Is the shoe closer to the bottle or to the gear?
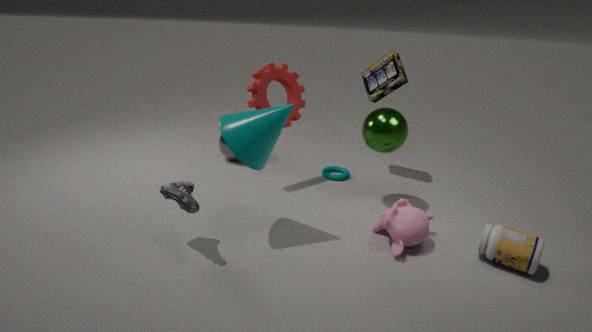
the gear
